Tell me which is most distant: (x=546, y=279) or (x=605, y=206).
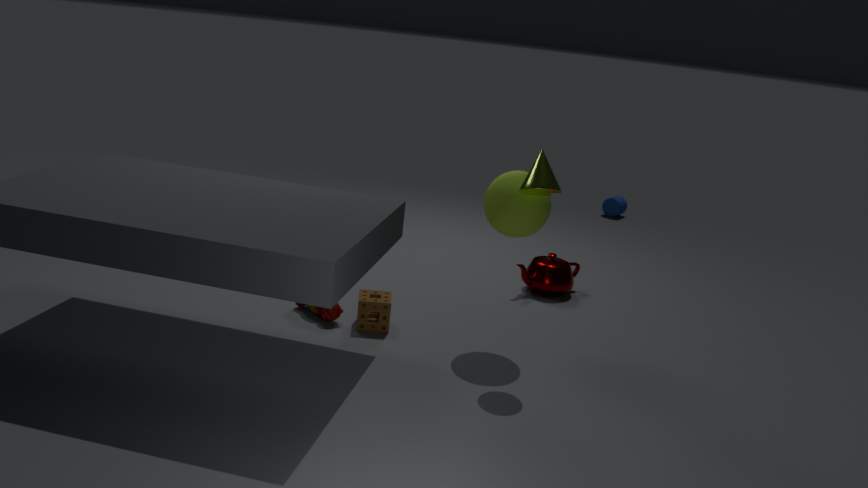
(x=605, y=206)
